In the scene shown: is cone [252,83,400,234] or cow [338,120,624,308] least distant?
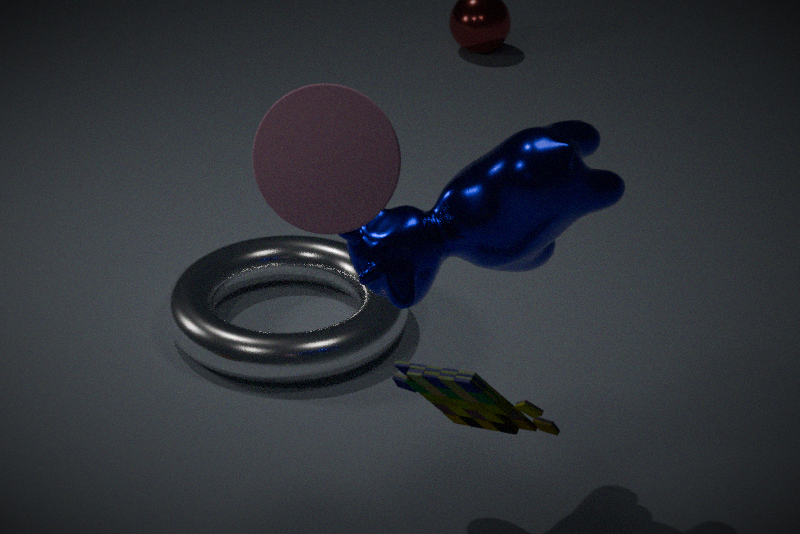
cone [252,83,400,234]
